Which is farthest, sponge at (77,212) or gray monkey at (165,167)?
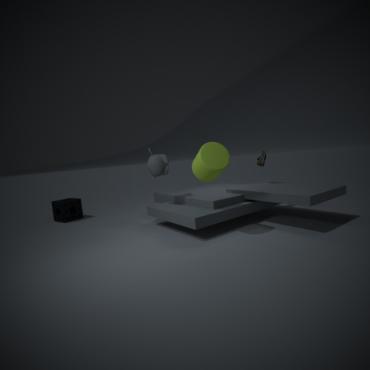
sponge at (77,212)
